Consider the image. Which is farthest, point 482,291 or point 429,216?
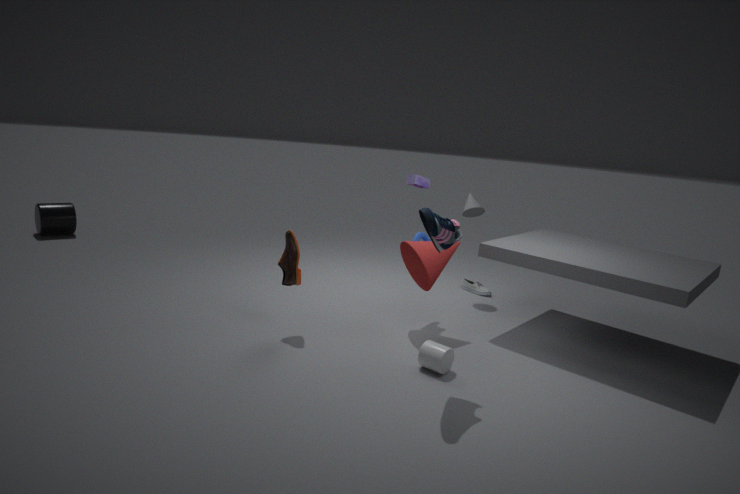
point 482,291
